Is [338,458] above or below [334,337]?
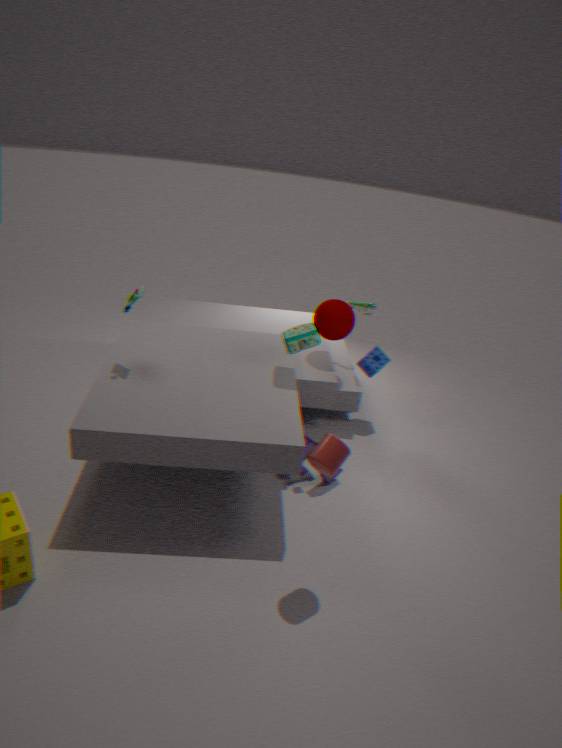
below
